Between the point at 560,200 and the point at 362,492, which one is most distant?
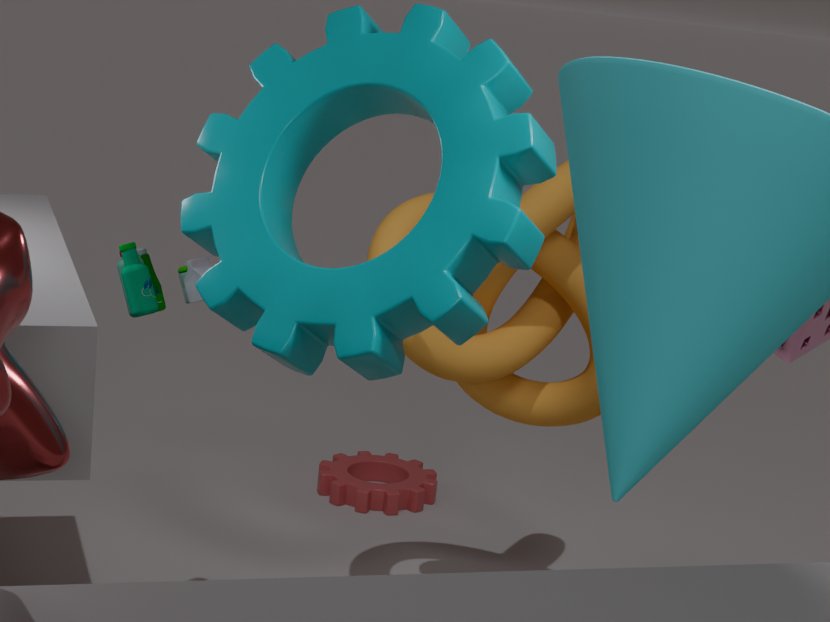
the point at 362,492
